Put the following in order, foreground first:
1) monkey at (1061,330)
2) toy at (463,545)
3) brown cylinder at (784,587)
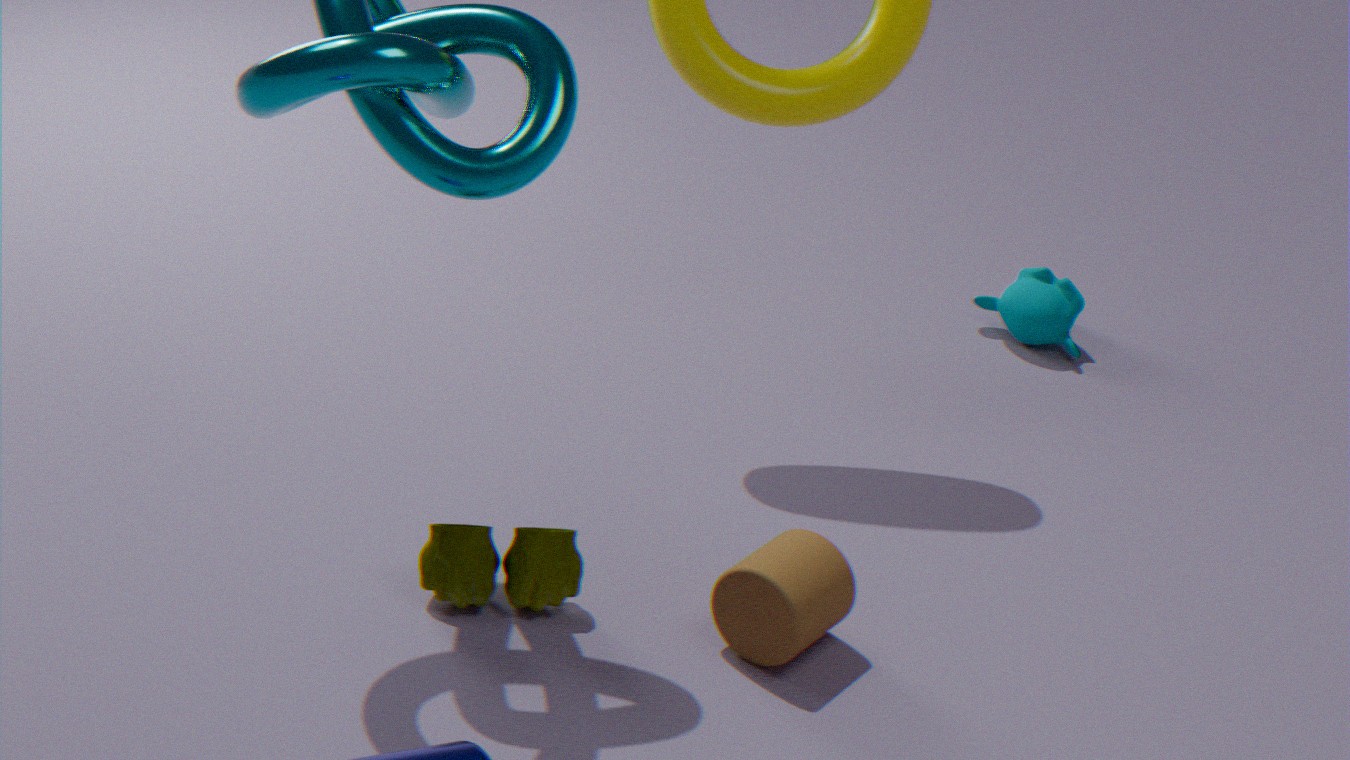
1. 3. brown cylinder at (784,587)
2. 2. toy at (463,545)
3. 1. monkey at (1061,330)
